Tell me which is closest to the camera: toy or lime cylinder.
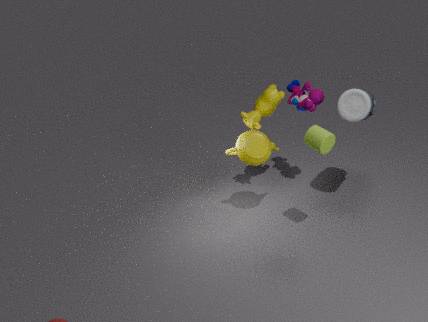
lime cylinder
